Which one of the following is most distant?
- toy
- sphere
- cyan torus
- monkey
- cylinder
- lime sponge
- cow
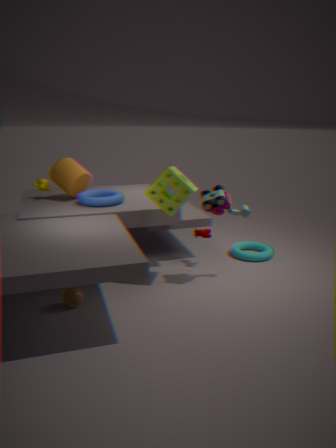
cyan torus
